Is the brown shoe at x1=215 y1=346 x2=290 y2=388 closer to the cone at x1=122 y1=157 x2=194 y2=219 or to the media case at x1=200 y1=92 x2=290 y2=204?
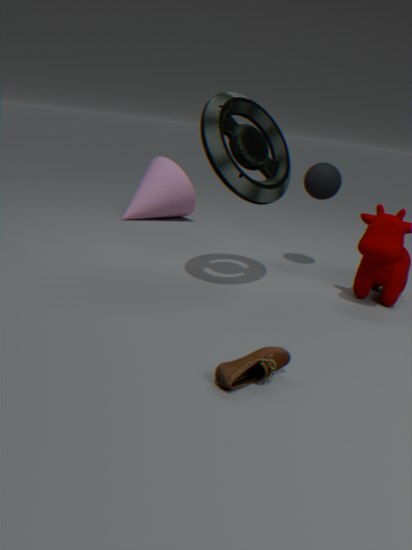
the media case at x1=200 y1=92 x2=290 y2=204
